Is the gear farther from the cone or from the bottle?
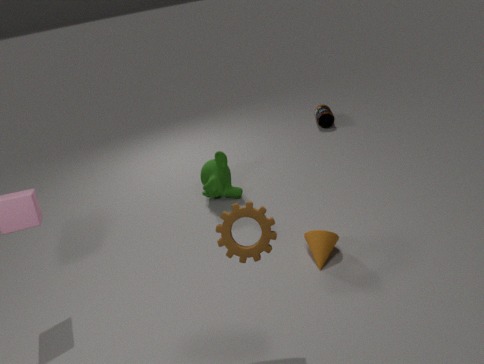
the bottle
